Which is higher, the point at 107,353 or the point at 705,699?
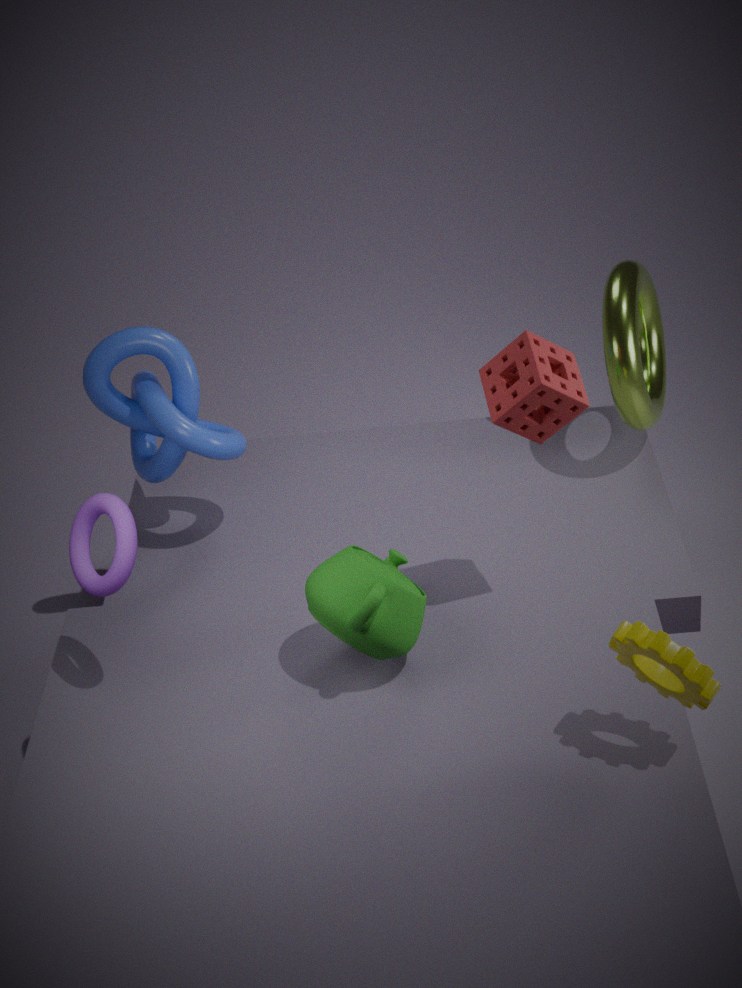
the point at 107,353
